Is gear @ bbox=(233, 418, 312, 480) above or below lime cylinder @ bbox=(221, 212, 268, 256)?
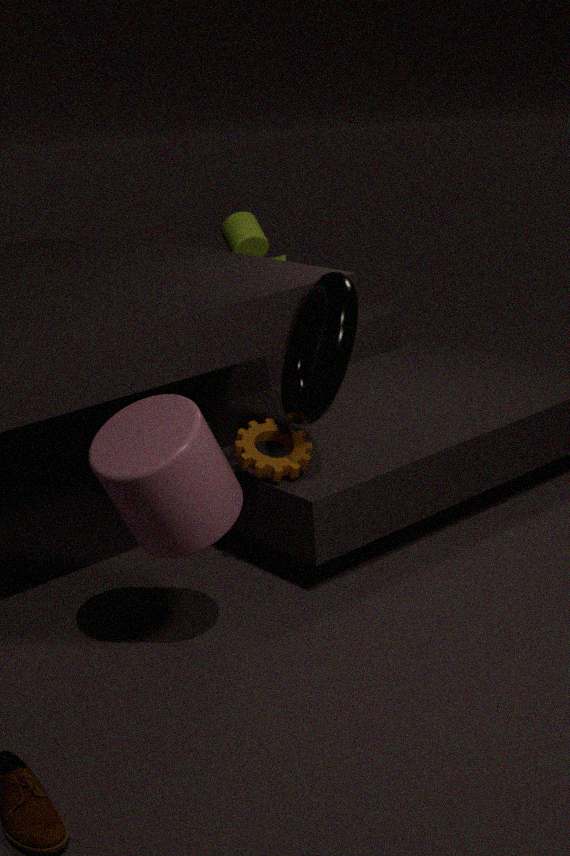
below
